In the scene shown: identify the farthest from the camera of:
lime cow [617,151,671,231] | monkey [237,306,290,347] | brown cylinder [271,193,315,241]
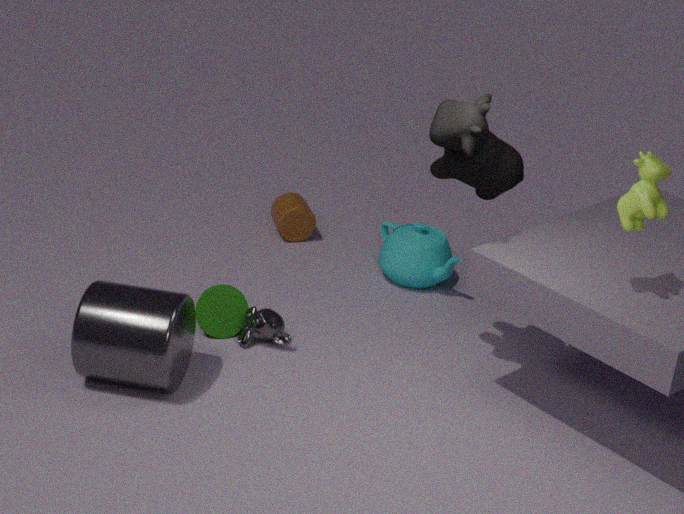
brown cylinder [271,193,315,241]
